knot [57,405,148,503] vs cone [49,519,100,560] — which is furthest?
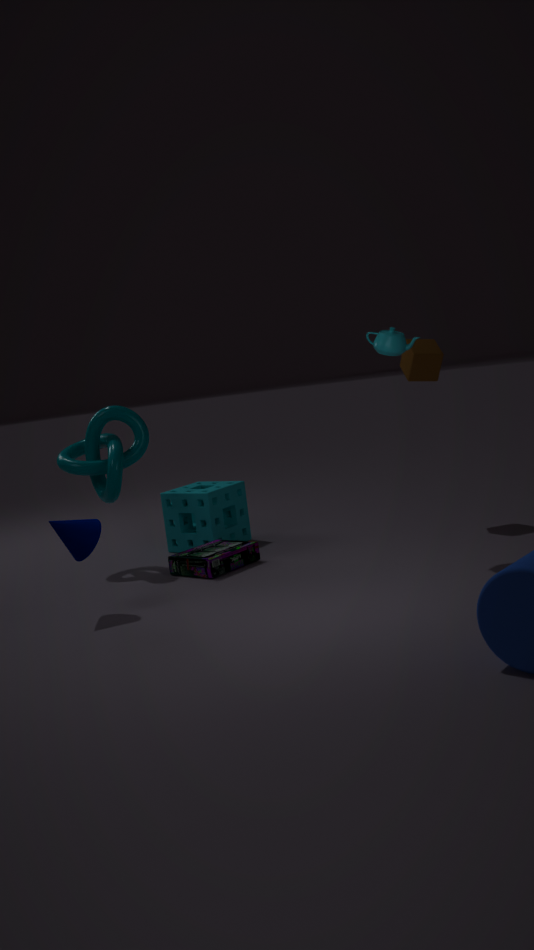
knot [57,405,148,503]
